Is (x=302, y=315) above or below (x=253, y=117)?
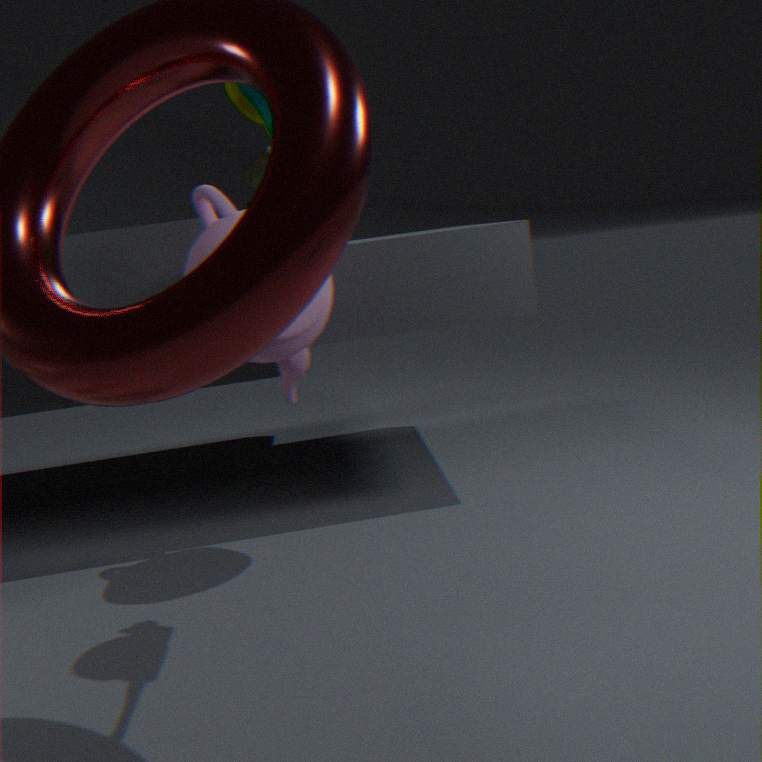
below
